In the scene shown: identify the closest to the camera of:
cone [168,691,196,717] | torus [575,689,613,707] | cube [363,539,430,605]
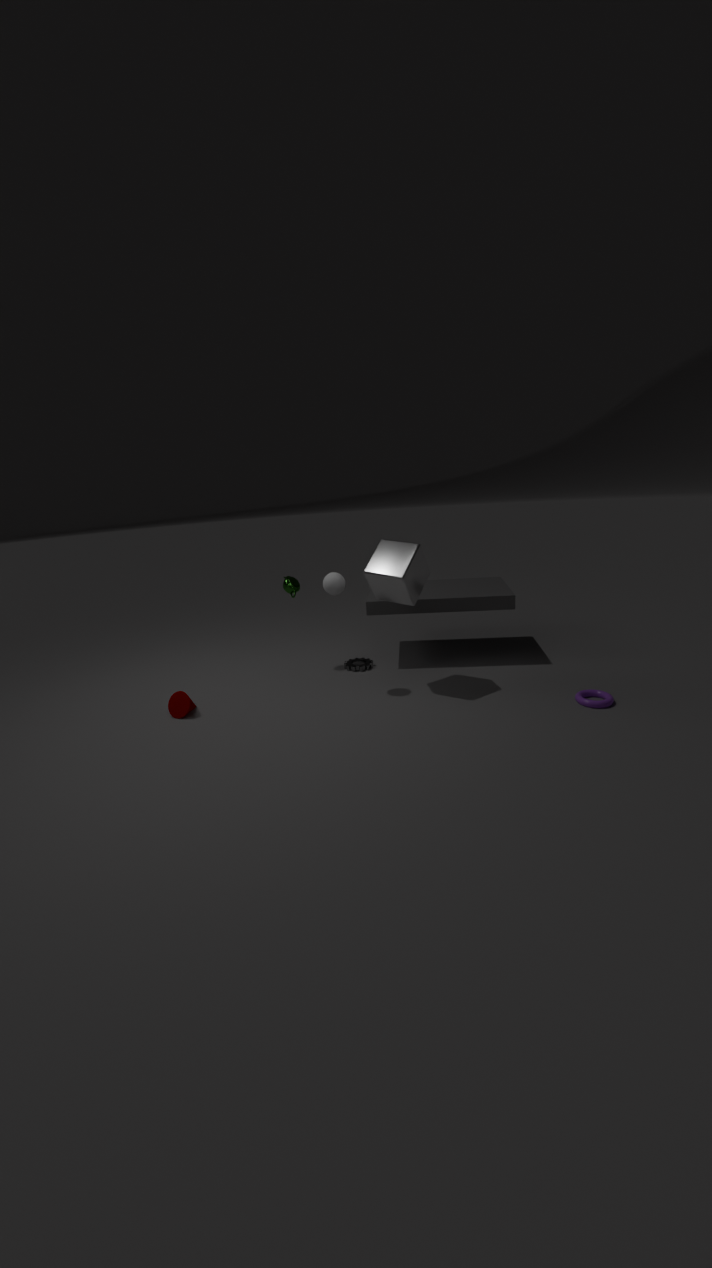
torus [575,689,613,707]
